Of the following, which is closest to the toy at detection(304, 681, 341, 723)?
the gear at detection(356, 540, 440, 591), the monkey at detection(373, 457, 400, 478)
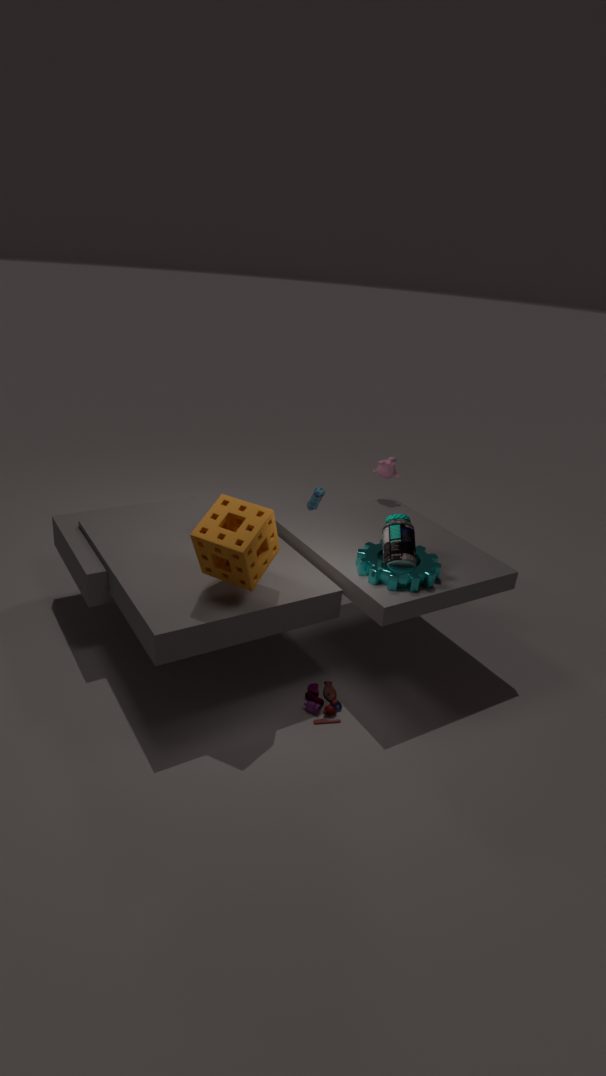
the gear at detection(356, 540, 440, 591)
